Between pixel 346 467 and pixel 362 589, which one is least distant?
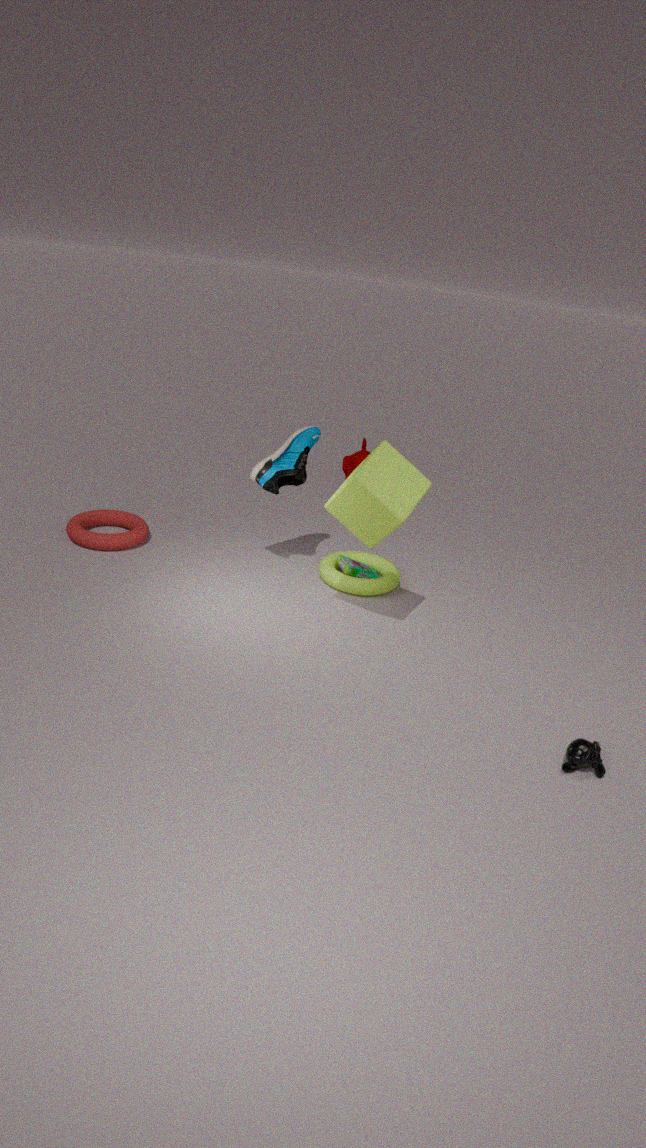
pixel 362 589
